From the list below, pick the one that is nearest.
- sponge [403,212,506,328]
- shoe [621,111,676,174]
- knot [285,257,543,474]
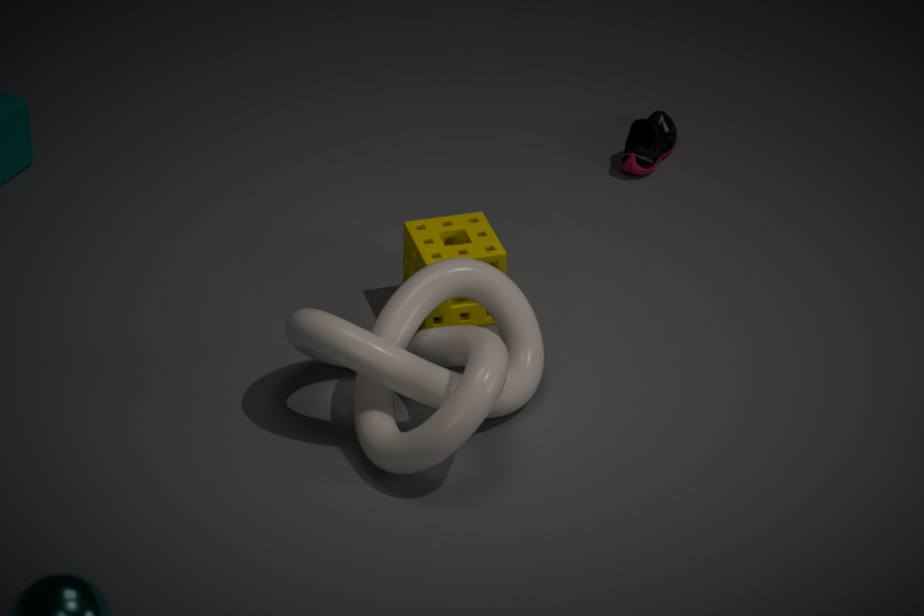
knot [285,257,543,474]
